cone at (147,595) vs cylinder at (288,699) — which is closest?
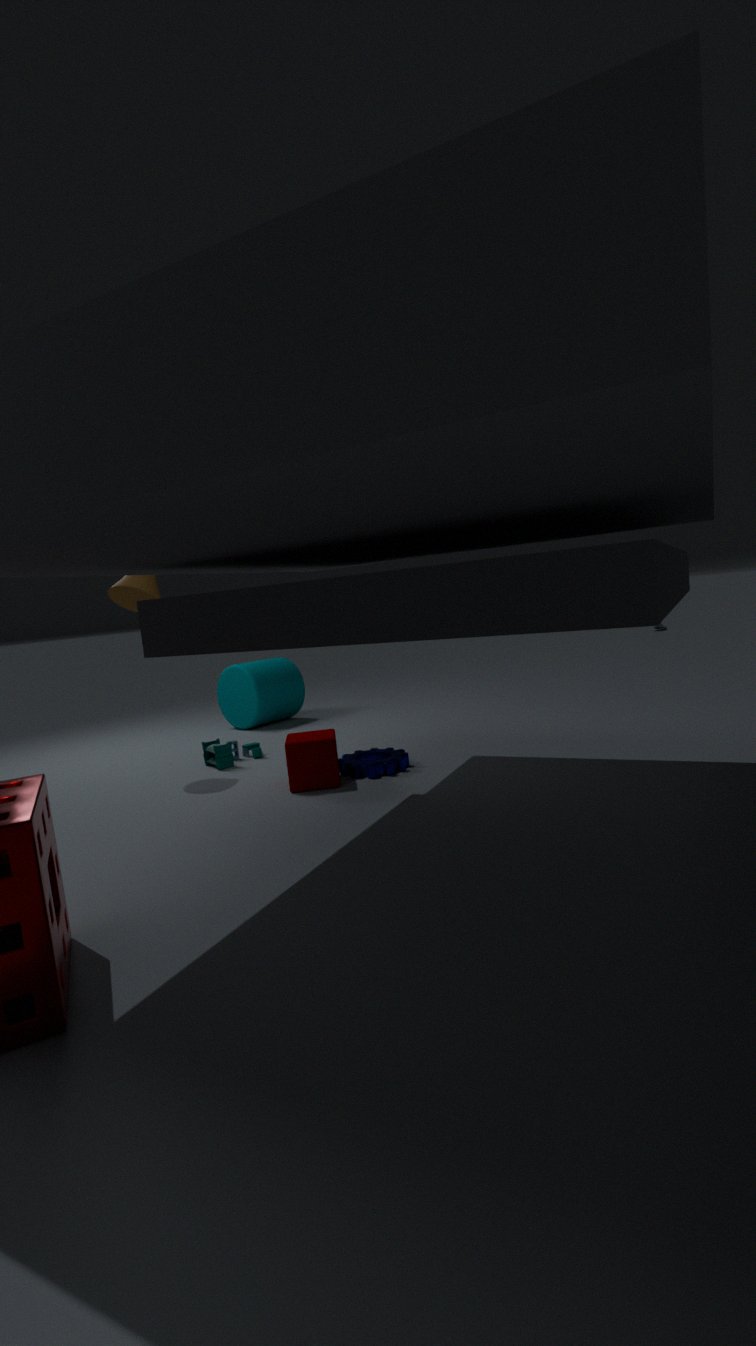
cone at (147,595)
